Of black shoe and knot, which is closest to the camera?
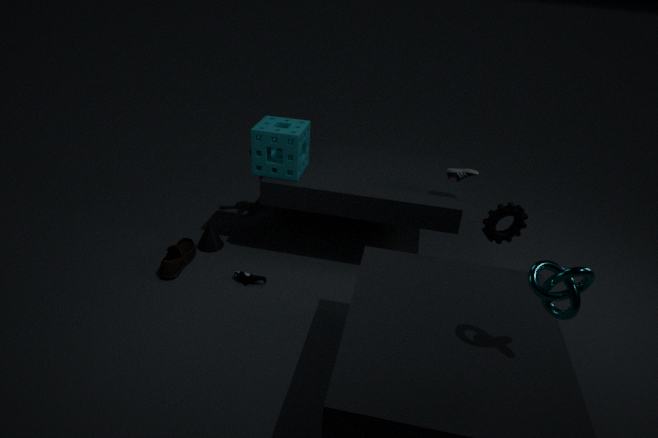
knot
